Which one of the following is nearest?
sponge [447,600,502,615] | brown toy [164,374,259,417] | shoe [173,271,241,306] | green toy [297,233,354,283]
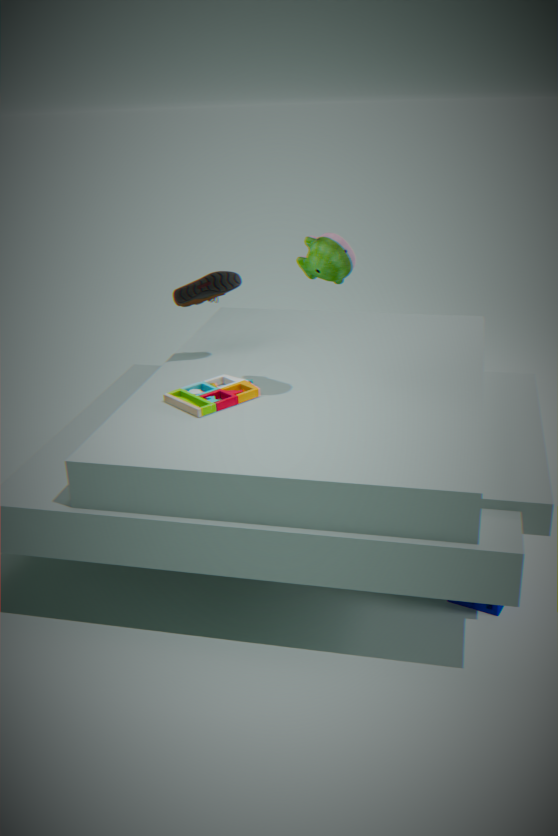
green toy [297,233,354,283]
